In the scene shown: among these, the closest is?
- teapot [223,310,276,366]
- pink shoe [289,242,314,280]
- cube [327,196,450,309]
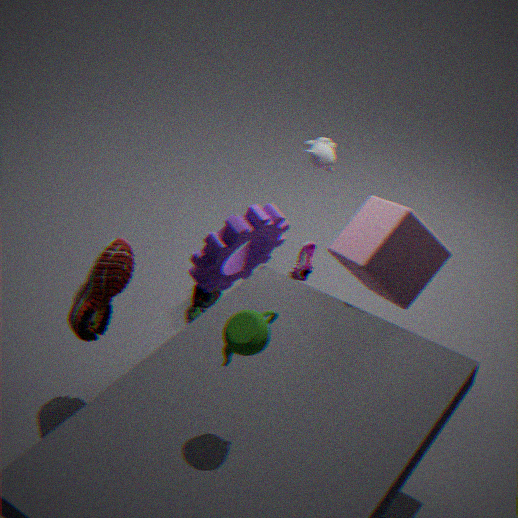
teapot [223,310,276,366]
